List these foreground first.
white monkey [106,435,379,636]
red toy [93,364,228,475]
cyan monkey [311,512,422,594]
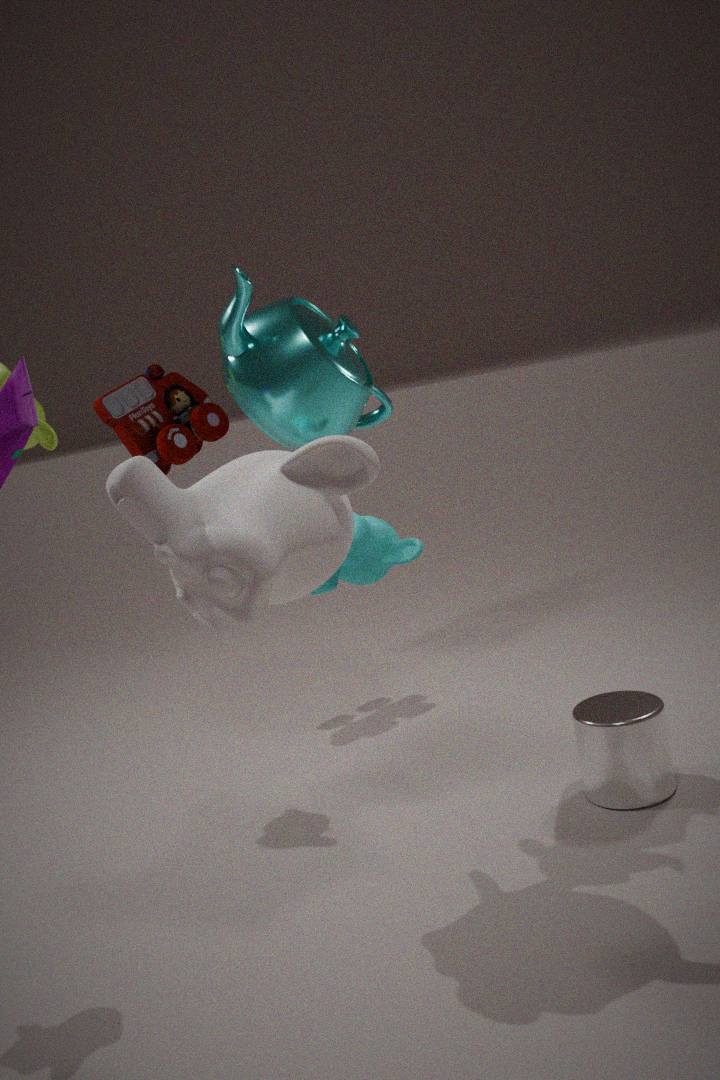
white monkey [106,435,379,636]
cyan monkey [311,512,422,594]
red toy [93,364,228,475]
